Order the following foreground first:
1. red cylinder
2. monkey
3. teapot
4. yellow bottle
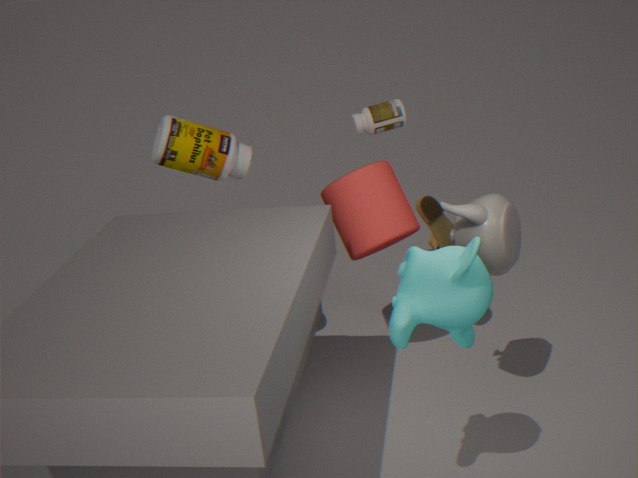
monkey < teapot < red cylinder < yellow bottle
